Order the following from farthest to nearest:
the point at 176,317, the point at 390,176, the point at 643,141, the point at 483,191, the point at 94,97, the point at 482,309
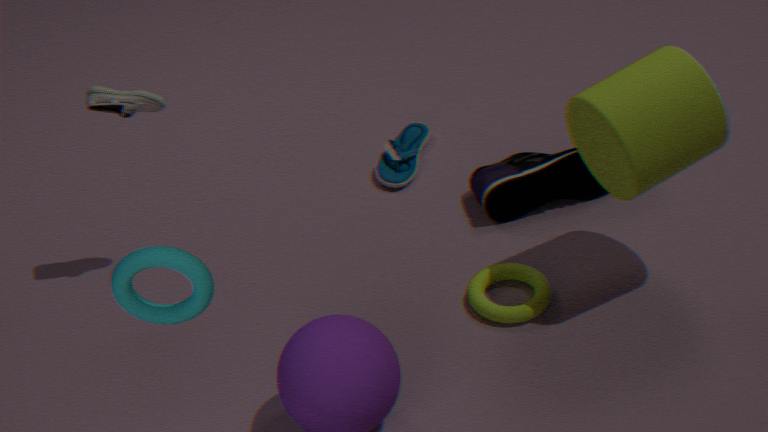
the point at 390,176, the point at 483,191, the point at 482,309, the point at 94,97, the point at 643,141, the point at 176,317
